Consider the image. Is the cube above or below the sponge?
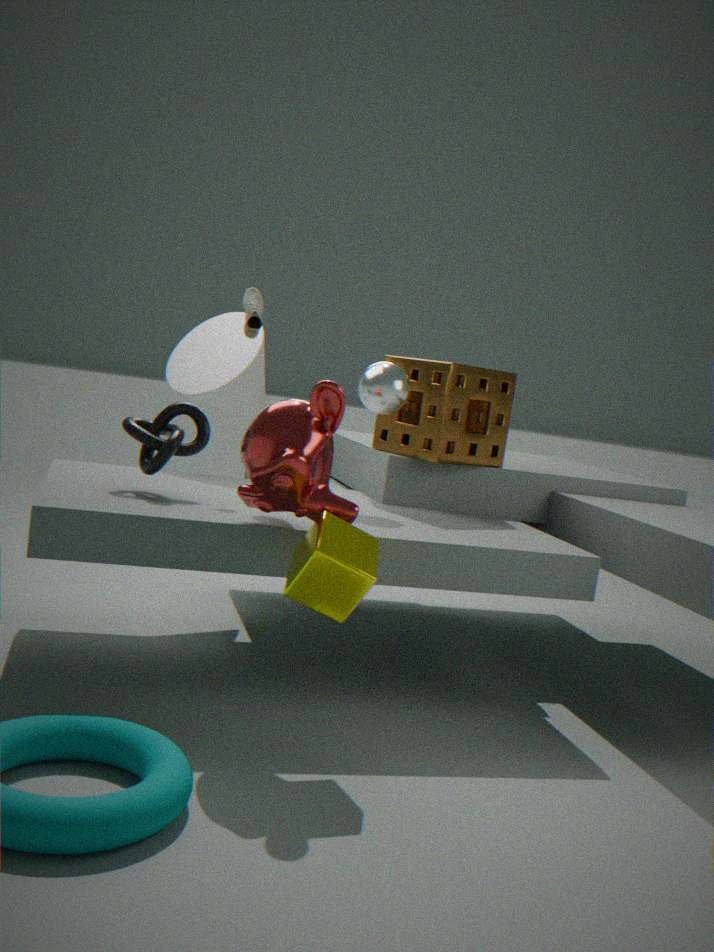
below
